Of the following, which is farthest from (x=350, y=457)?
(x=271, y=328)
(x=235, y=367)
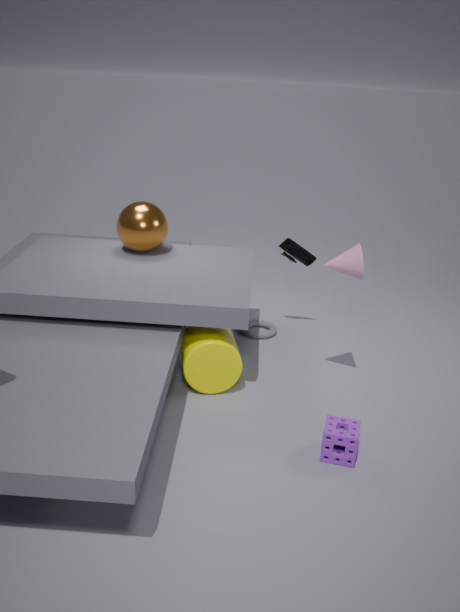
(x=271, y=328)
